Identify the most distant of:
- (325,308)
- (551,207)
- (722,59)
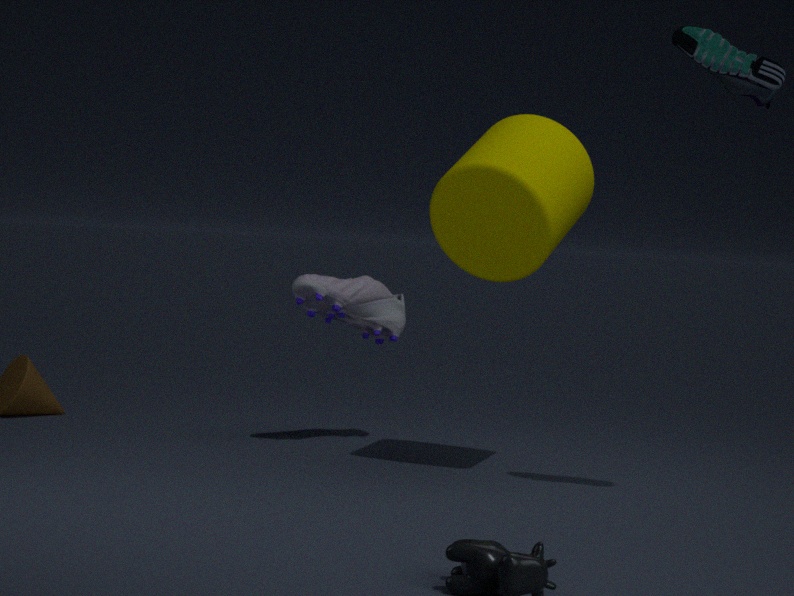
(325,308)
